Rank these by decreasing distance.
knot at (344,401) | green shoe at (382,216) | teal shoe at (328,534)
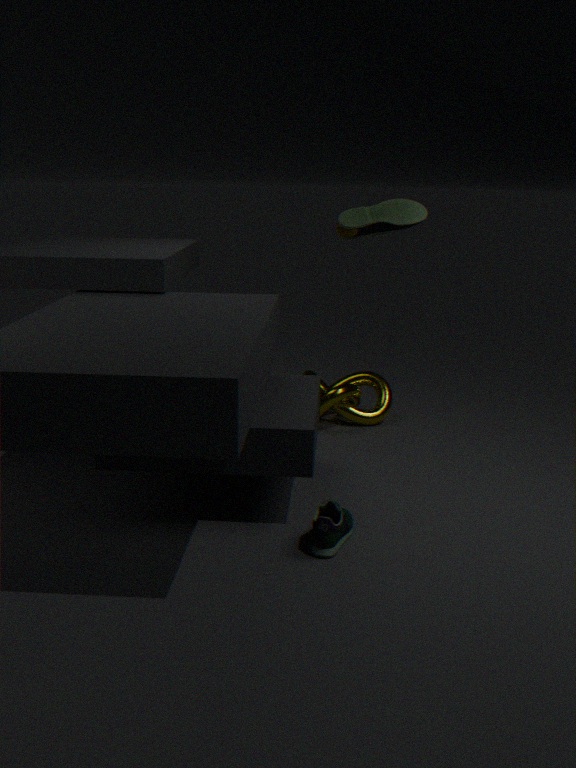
1. knot at (344,401)
2. green shoe at (382,216)
3. teal shoe at (328,534)
